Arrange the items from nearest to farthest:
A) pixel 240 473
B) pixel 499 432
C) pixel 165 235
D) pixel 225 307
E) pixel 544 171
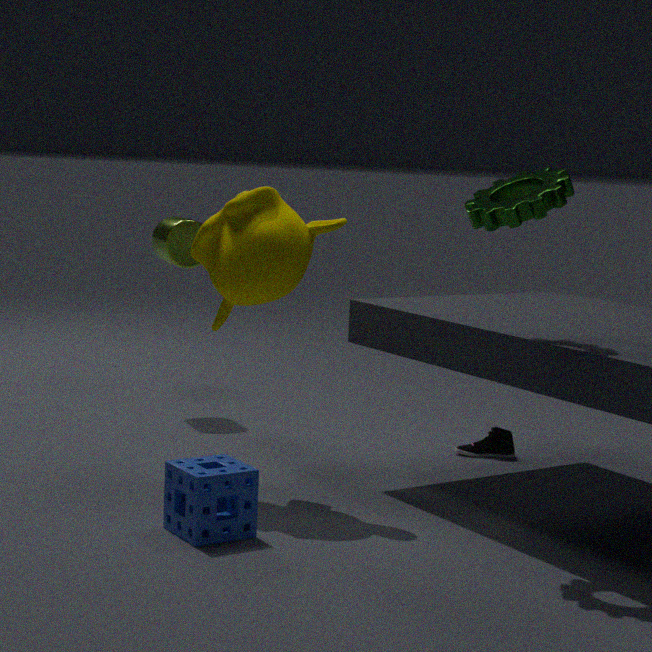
pixel 240 473 < pixel 544 171 < pixel 225 307 < pixel 499 432 < pixel 165 235
